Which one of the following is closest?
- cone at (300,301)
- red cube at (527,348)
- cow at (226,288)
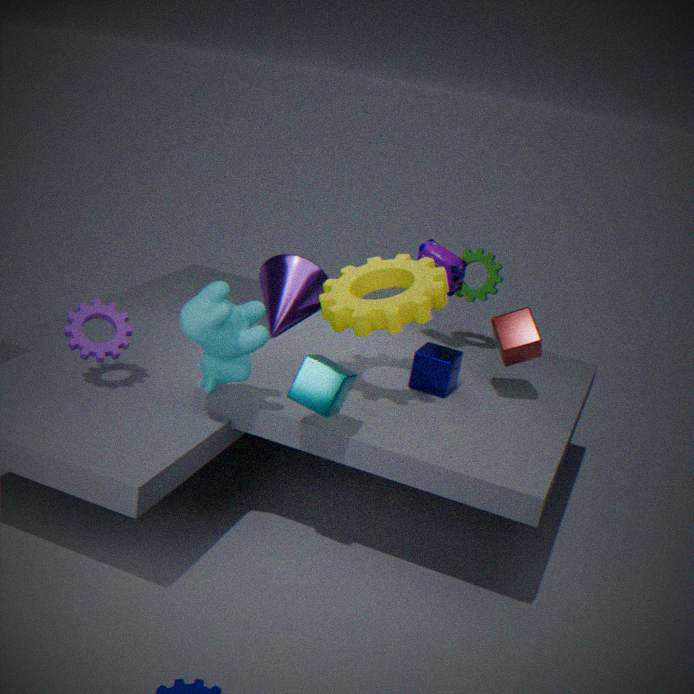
cow at (226,288)
